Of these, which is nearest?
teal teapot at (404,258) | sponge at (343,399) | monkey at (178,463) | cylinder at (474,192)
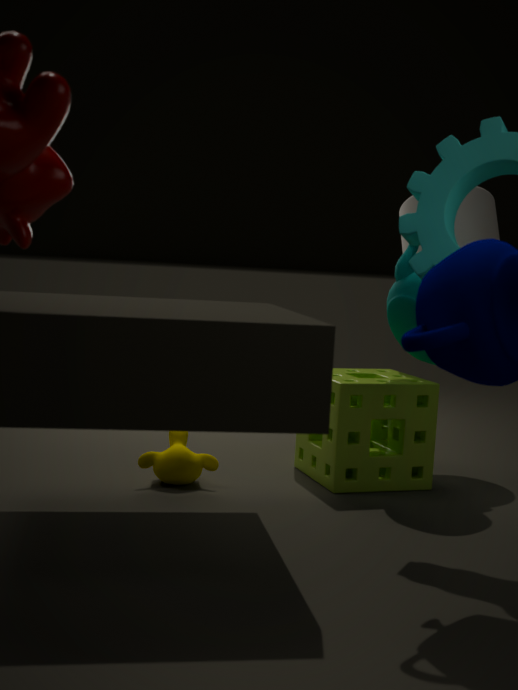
monkey at (178,463)
